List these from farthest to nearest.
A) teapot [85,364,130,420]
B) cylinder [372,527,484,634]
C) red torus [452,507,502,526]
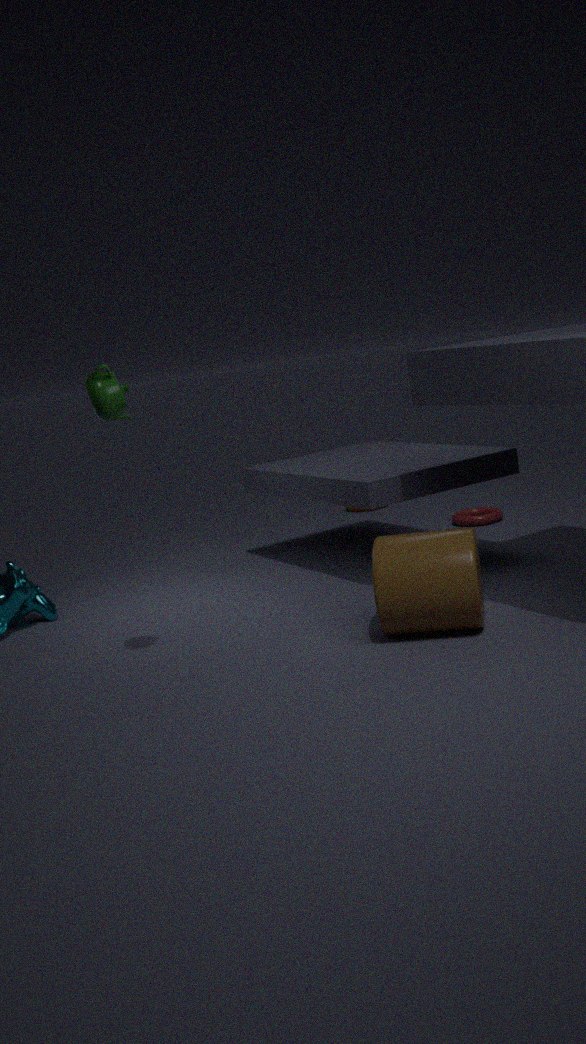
1. red torus [452,507,502,526]
2. cylinder [372,527,484,634]
3. teapot [85,364,130,420]
